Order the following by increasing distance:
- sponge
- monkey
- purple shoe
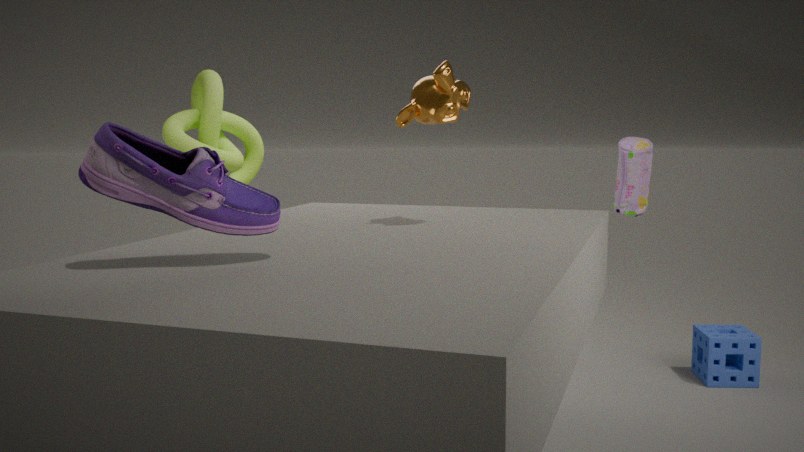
purple shoe
monkey
sponge
